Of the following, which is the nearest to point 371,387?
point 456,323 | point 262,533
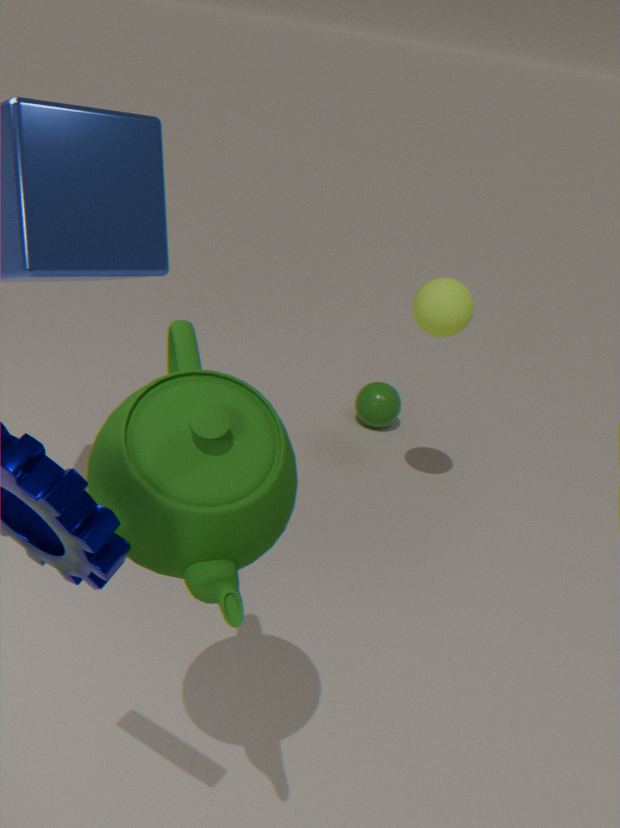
point 456,323
